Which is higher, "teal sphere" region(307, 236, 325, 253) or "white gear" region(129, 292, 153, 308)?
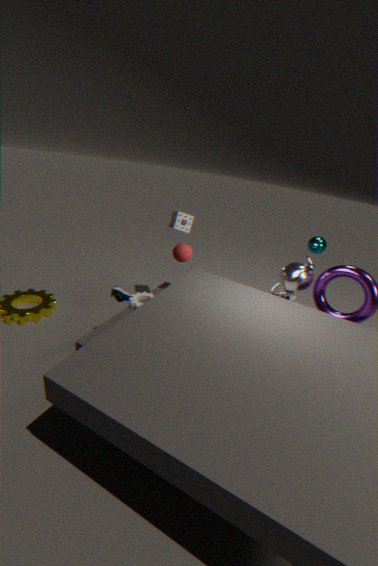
"teal sphere" region(307, 236, 325, 253)
